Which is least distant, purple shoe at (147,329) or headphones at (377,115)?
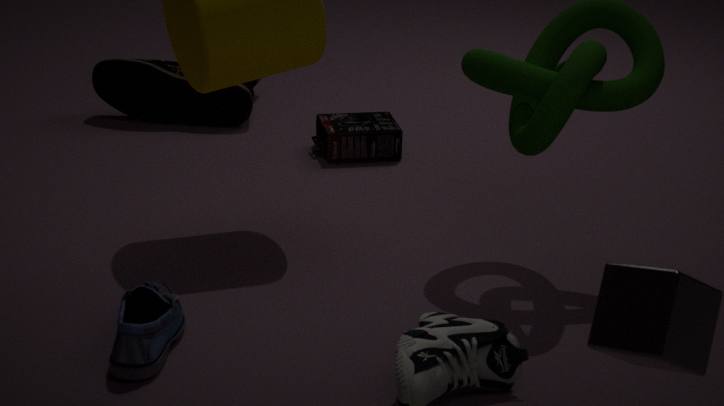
purple shoe at (147,329)
